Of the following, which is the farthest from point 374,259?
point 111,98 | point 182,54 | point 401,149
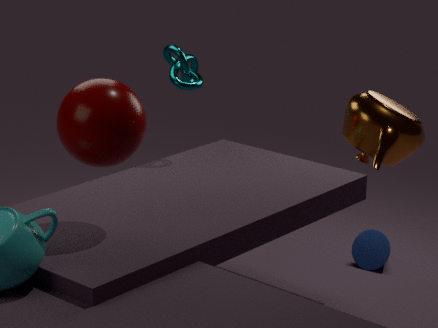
point 111,98
